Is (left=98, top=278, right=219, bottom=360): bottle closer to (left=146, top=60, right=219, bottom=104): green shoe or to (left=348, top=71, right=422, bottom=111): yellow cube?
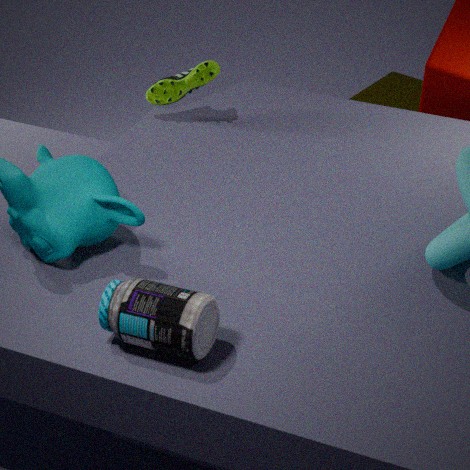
(left=146, top=60, right=219, bottom=104): green shoe
